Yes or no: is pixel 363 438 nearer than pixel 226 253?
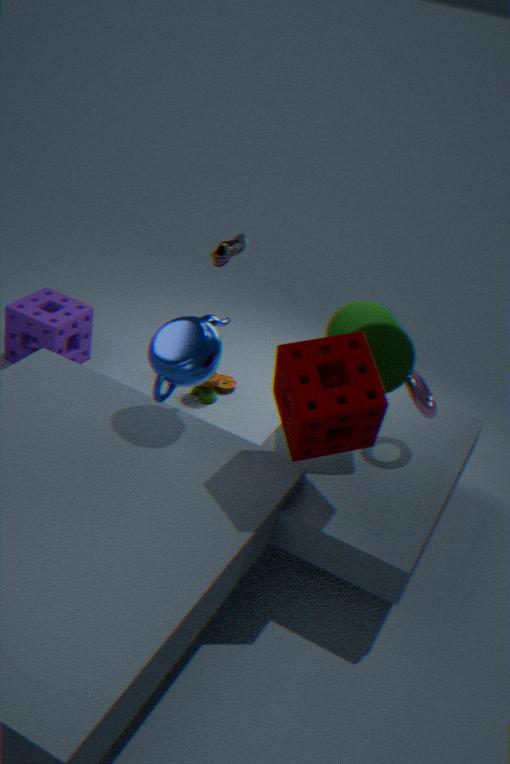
Yes
